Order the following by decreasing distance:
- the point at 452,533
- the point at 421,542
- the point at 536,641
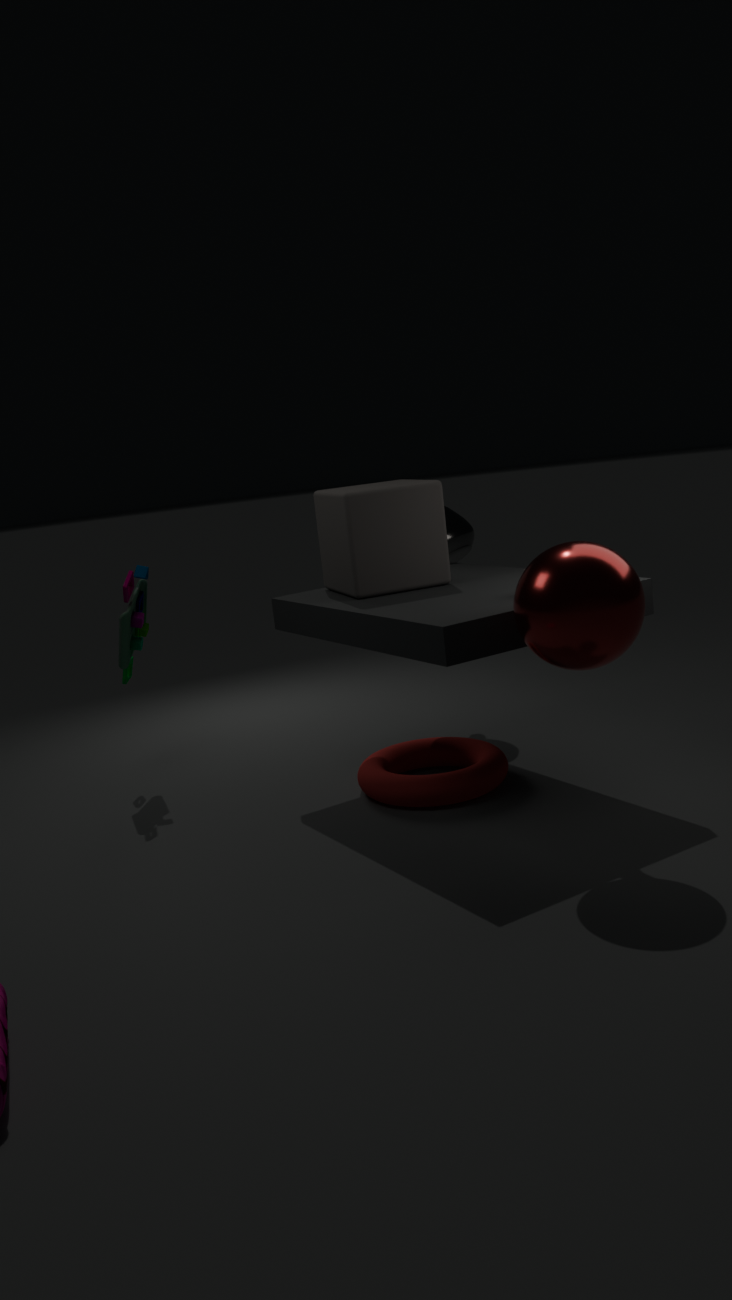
1. the point at 452,533
2. the point at 421,542
3. the point at 536,641
